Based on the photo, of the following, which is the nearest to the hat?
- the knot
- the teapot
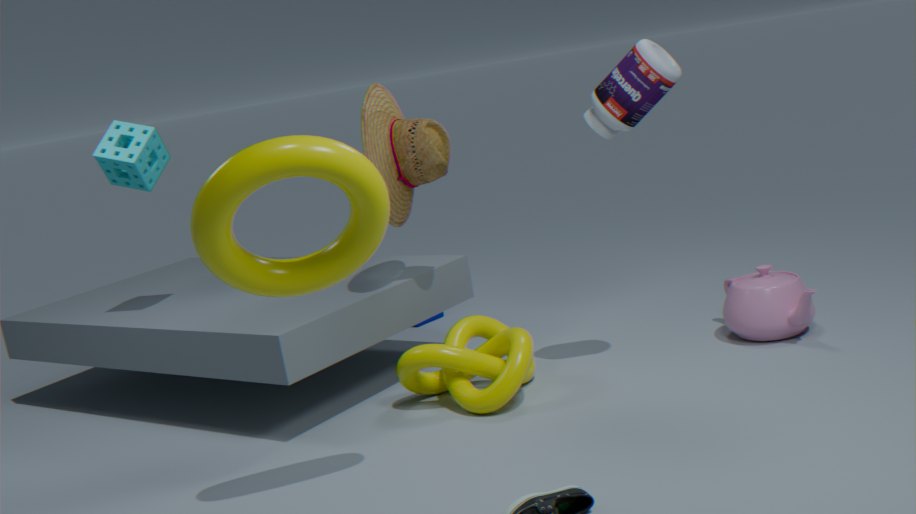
the knot
